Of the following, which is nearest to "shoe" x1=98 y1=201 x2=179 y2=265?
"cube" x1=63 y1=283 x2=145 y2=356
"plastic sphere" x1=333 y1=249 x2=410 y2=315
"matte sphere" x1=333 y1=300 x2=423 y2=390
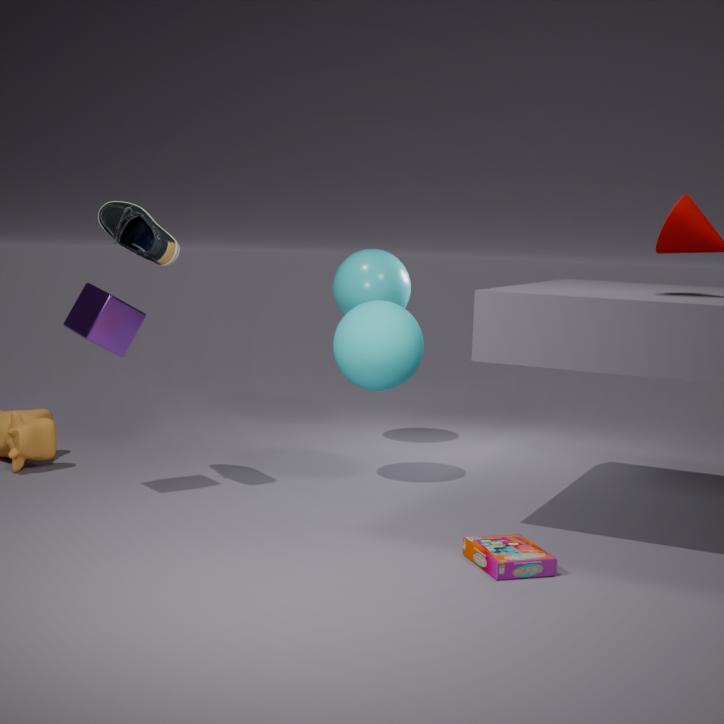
"cube" x1=63 y1=283 x2=145 y2=356
